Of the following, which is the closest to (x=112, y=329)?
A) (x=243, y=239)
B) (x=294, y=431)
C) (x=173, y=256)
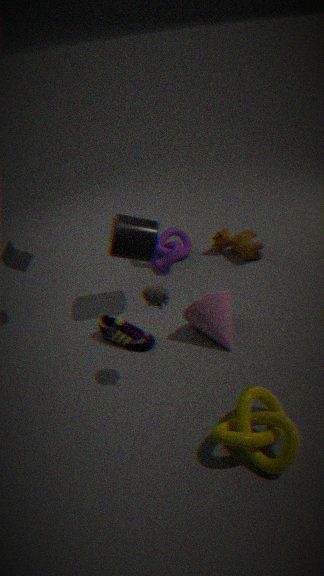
(x=173, y=256)
